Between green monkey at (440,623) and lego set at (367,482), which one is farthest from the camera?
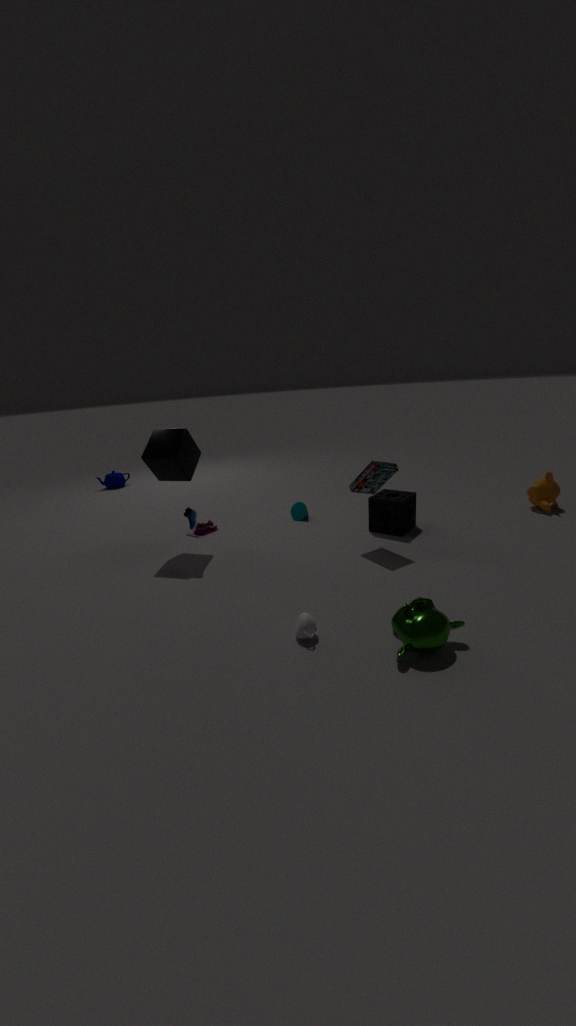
lego set at (367,482)
